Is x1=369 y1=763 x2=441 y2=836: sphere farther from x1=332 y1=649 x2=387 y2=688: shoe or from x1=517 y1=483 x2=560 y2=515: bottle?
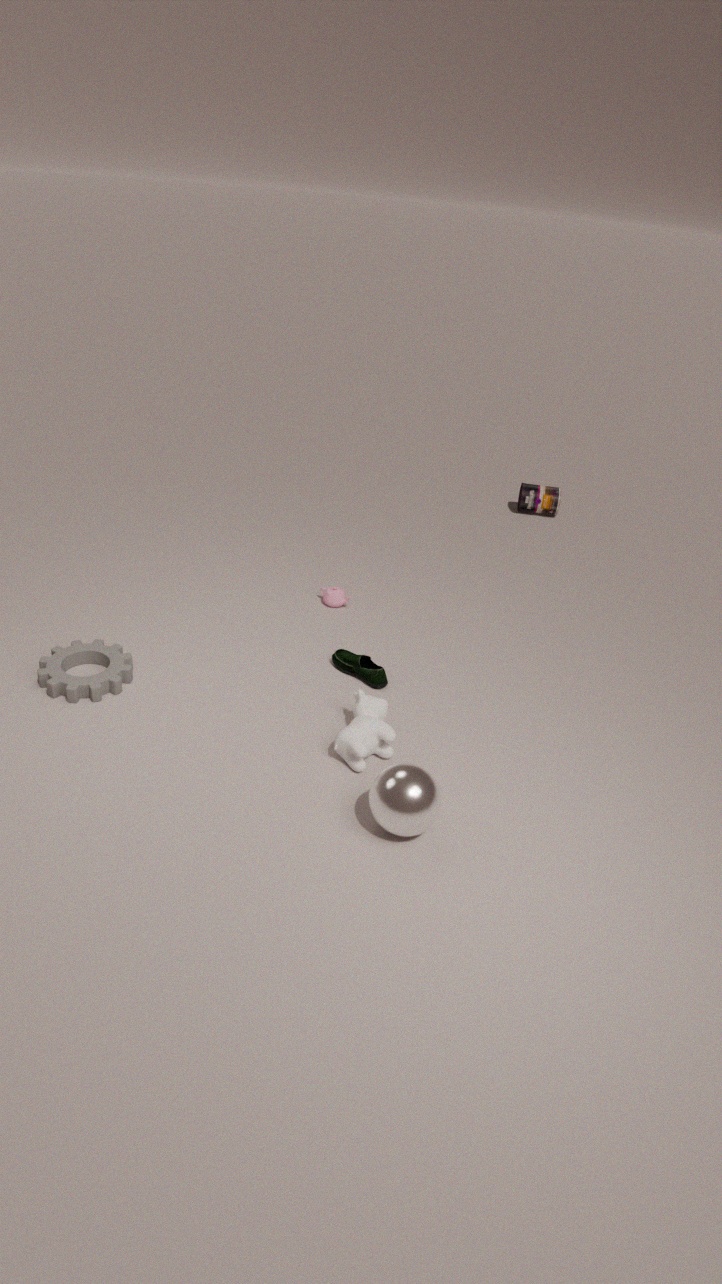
x1=517 y1=483 x2=560 y2=515: bottle
